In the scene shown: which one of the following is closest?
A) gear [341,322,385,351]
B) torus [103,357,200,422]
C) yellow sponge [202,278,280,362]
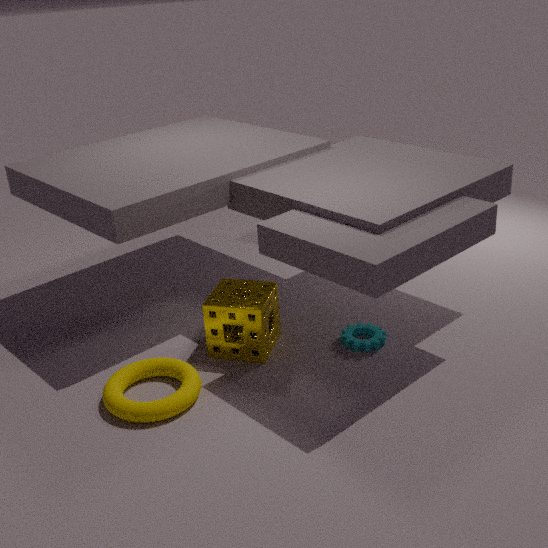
torus [103,357,200,422]
